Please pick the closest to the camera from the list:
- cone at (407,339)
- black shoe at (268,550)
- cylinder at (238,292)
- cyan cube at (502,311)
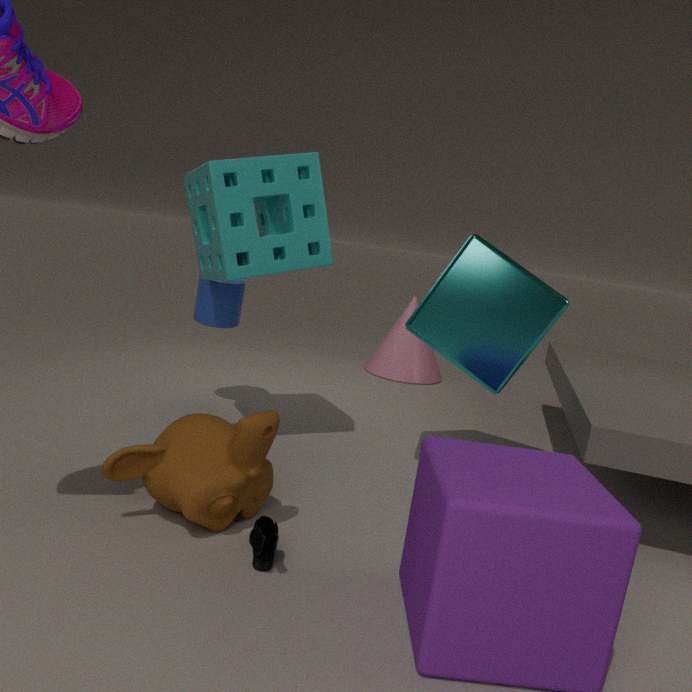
black shoe at (268,550)
